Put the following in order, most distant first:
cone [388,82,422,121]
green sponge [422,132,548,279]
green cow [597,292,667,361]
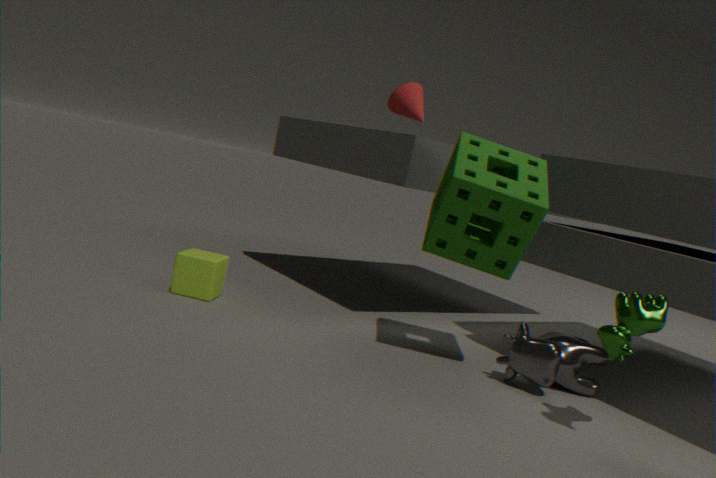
cone [388,82,422,121] < green sponge [422,132,548,279] < green cow [597,292,667,361]
